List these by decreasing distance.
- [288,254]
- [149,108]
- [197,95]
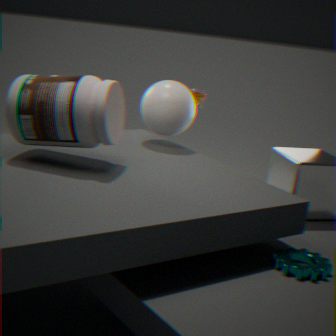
[197,95] → [149,108] → [288,254]
